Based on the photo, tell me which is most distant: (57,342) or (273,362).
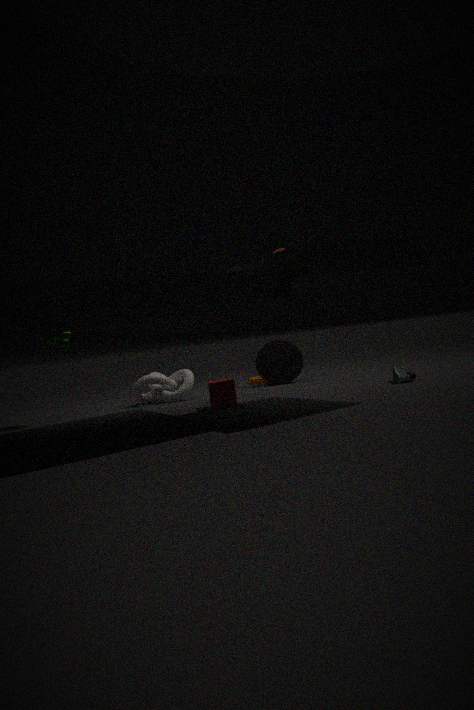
(273,362)
